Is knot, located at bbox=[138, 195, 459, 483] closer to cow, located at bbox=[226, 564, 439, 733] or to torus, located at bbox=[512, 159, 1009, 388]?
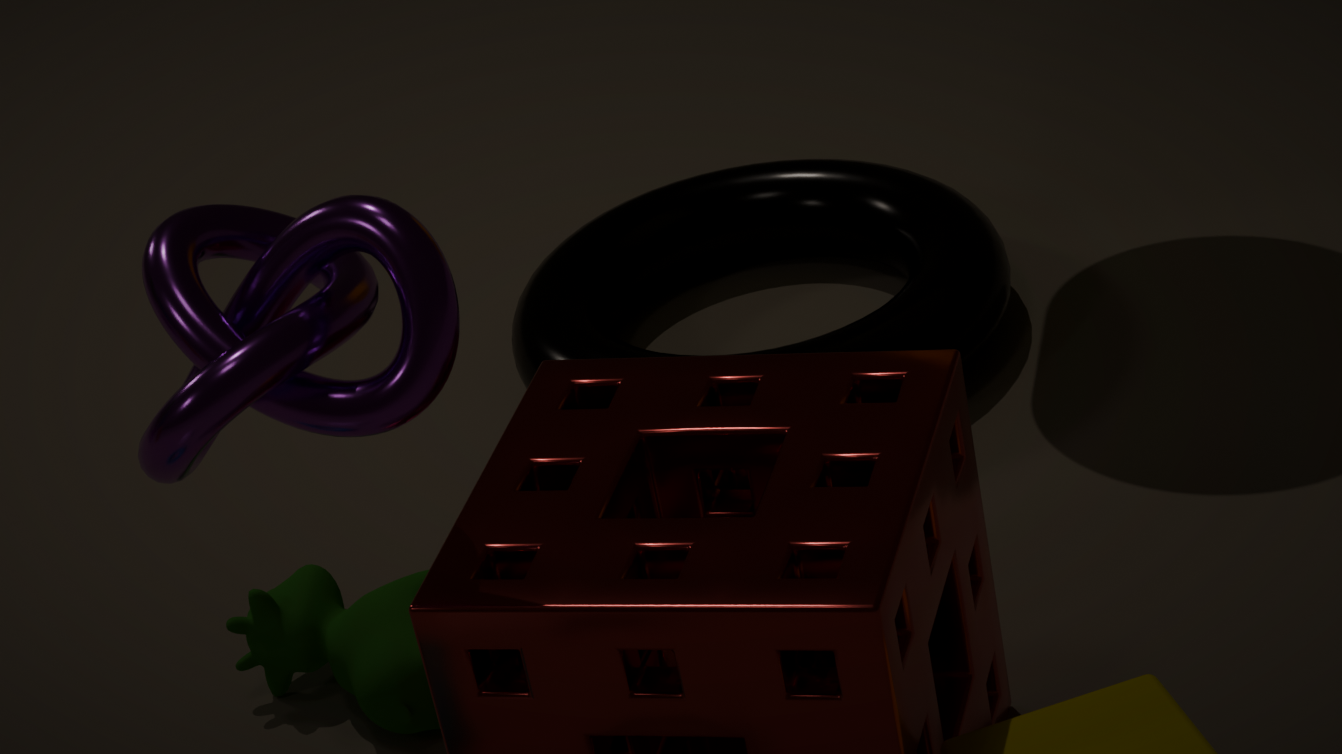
cow, located at bbox=[226, 564, 439, 733]
